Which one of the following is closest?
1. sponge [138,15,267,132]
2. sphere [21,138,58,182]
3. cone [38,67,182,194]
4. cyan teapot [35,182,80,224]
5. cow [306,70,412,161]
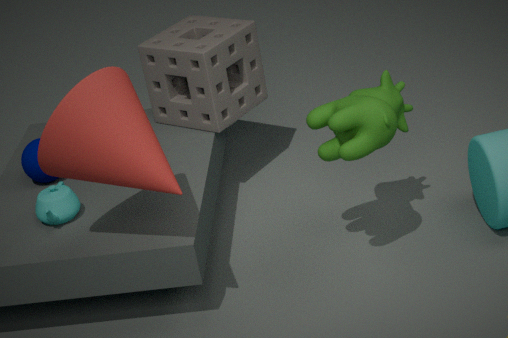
cone [38,67,182,194]
